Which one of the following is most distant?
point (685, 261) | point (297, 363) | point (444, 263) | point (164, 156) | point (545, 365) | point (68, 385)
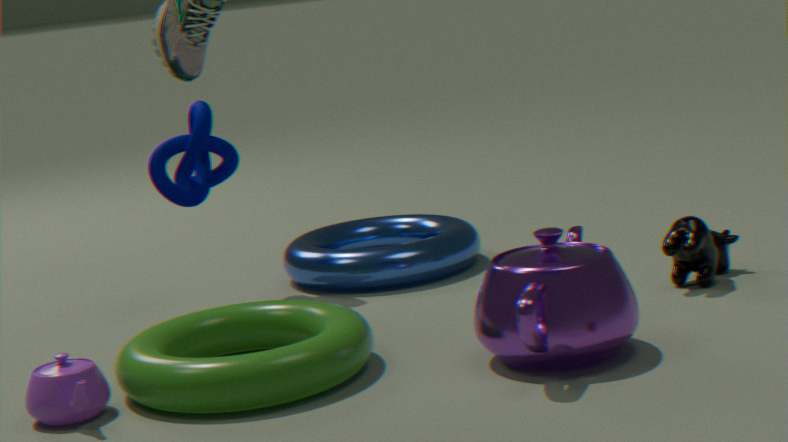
point (444, 263)
